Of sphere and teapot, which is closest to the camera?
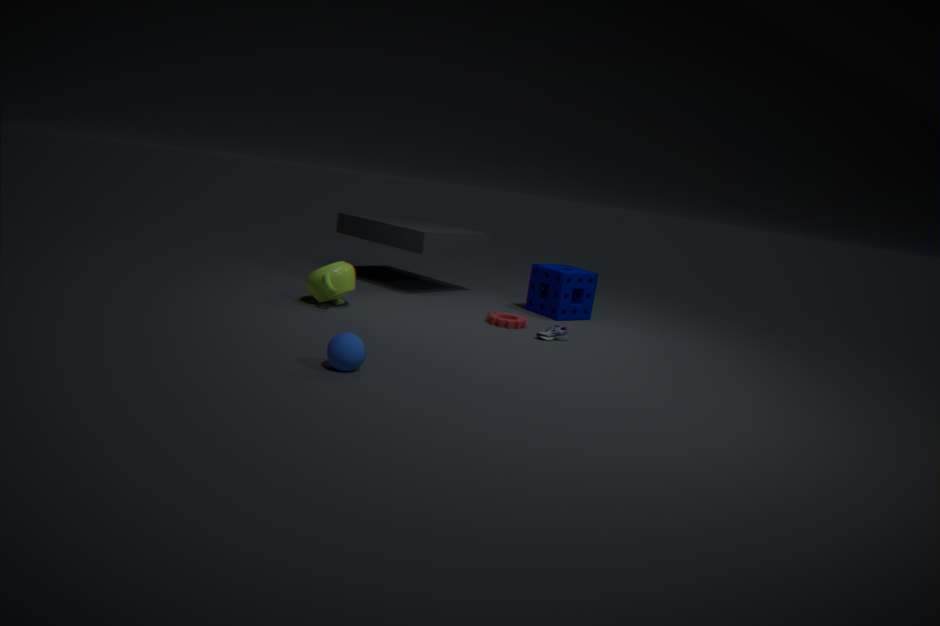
sphere
